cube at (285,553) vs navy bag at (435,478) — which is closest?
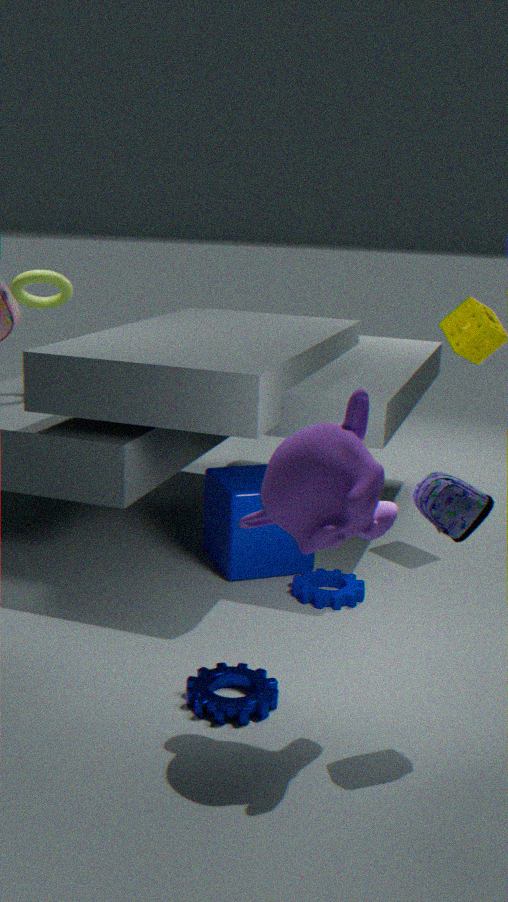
navy bag at (435,478)
